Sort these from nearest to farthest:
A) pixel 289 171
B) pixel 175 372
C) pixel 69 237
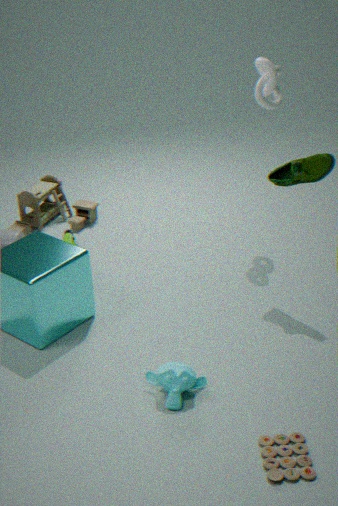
B. pixel 175 372 < A. pixel 289 171 < C. pixel 69 237
